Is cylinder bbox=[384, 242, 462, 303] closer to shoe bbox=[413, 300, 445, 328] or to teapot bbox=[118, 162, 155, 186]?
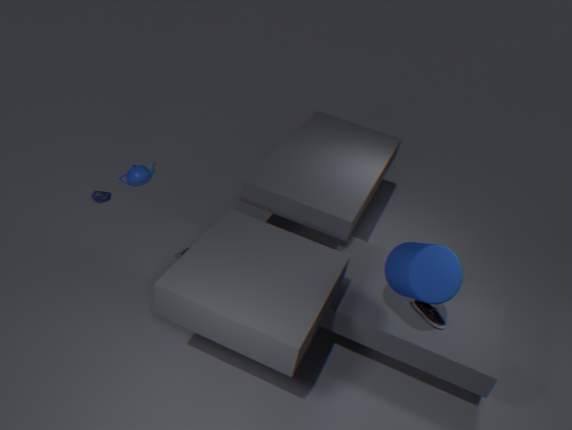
shoe bbox=[413, 300, 445, 328]
